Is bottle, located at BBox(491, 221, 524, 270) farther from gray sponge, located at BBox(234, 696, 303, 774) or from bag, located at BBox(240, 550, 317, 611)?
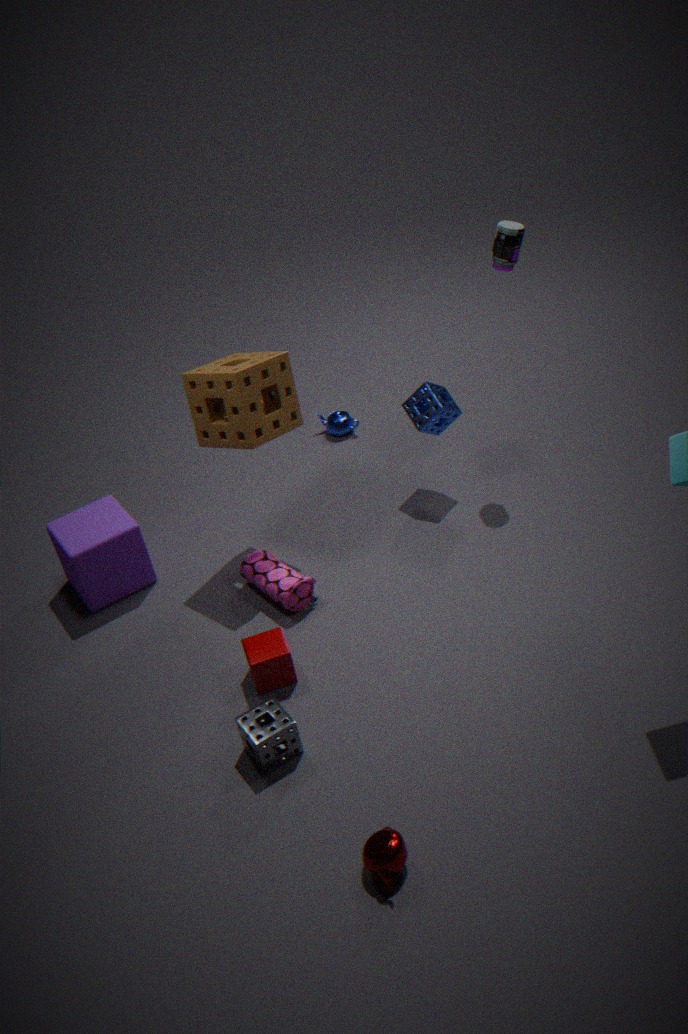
gray sponge, located at BBox(234, 696, 303, 774)
